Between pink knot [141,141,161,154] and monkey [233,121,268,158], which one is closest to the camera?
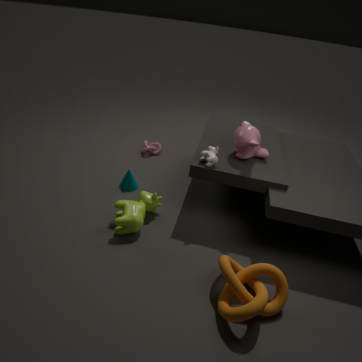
monkey [233,121,268,158]
